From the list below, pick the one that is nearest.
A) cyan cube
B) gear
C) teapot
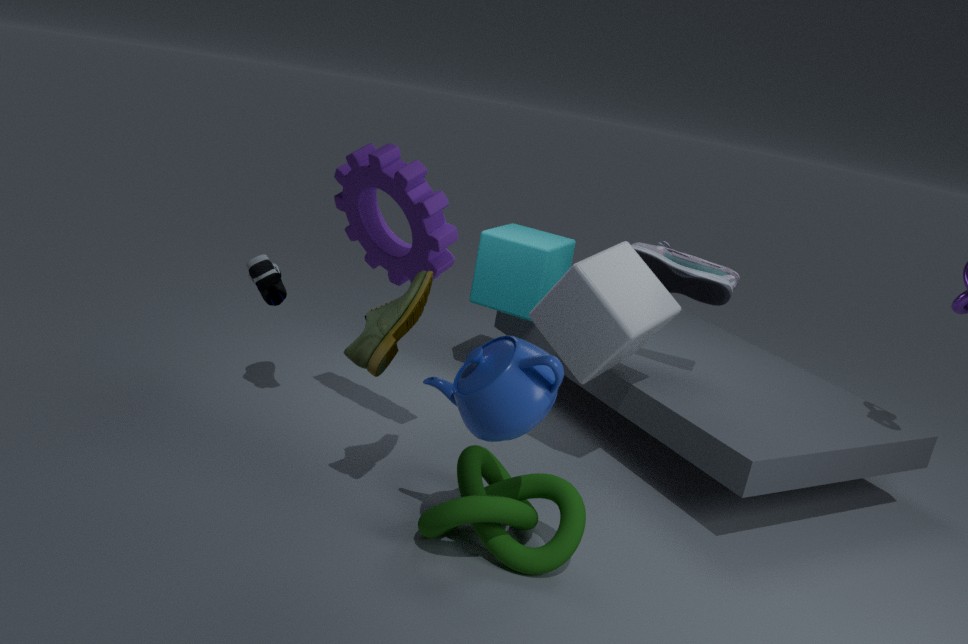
teapot
